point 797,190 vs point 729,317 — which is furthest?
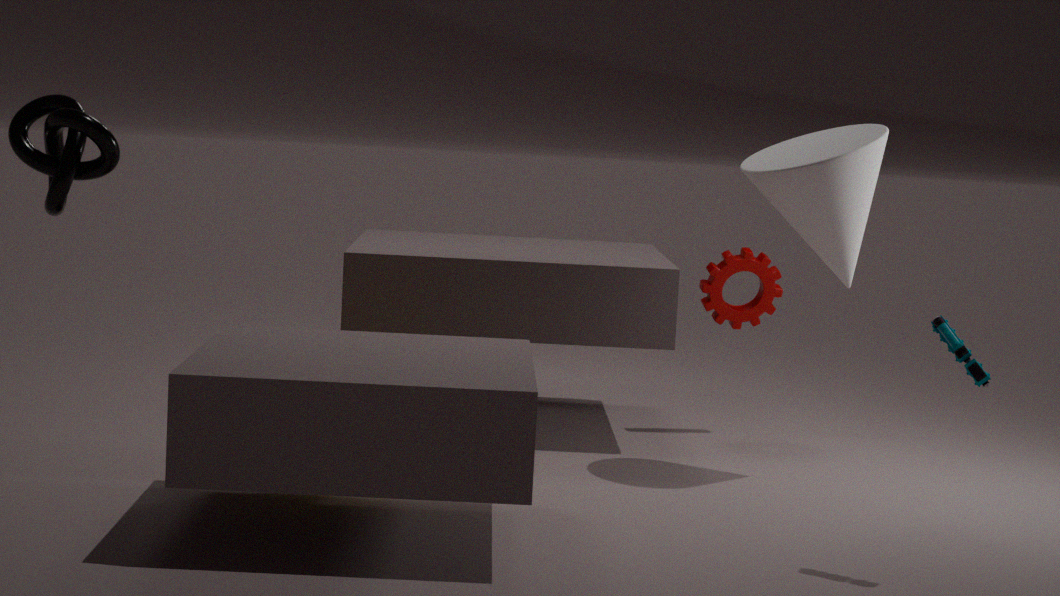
point 729,317
